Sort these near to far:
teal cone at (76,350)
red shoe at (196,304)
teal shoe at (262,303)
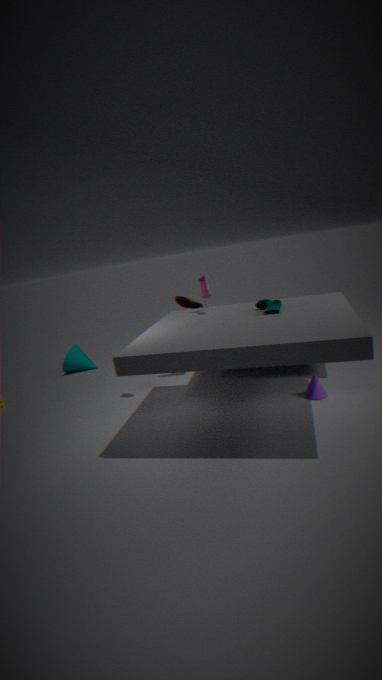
teal shoe at (262,303)
red shoe at (196,304)
teal cone at (76,350)
